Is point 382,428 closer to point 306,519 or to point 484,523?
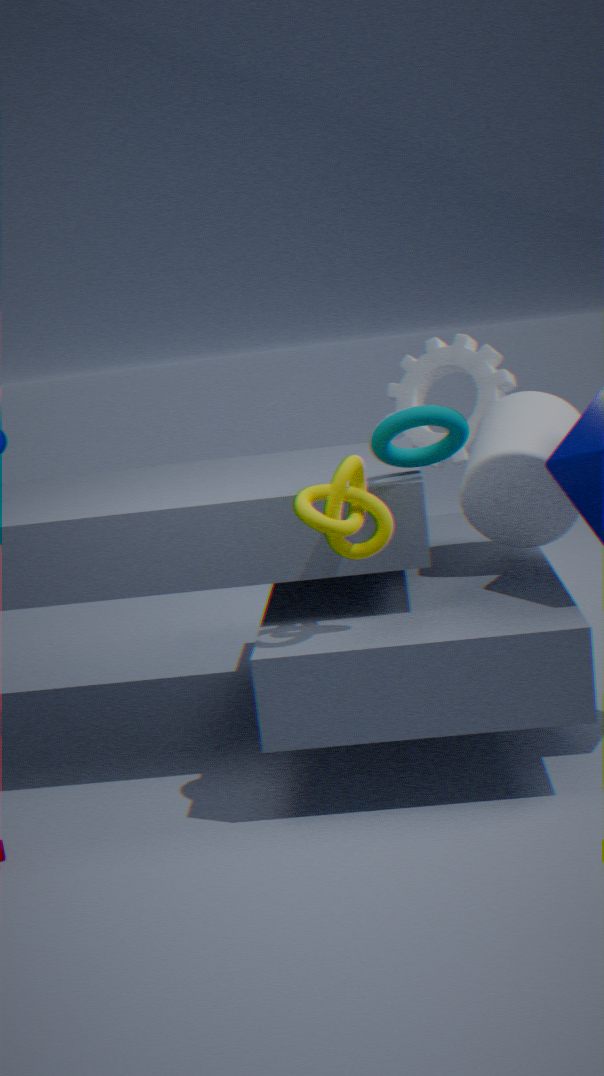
point 306,519
